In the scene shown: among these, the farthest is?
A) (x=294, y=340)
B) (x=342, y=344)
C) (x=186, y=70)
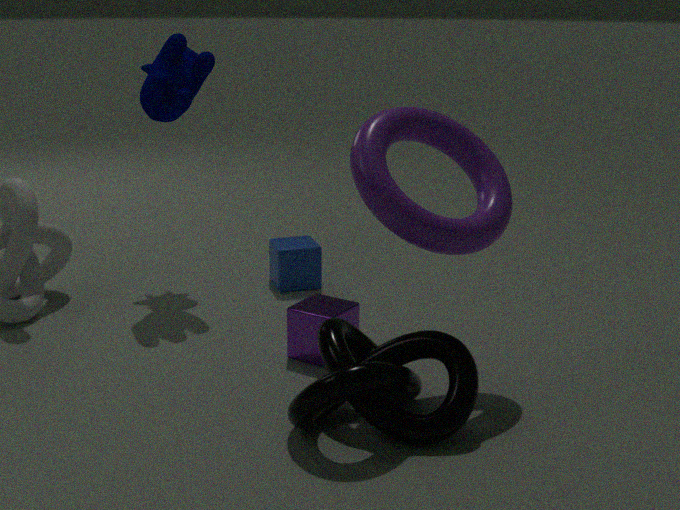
(x=186, y=70)
